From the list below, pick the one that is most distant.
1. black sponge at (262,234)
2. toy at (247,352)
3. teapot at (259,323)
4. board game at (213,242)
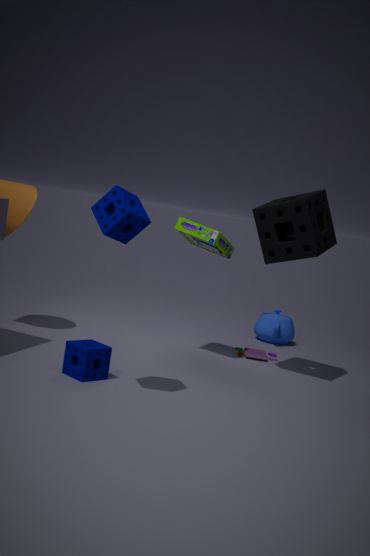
teapot at (259,323)
